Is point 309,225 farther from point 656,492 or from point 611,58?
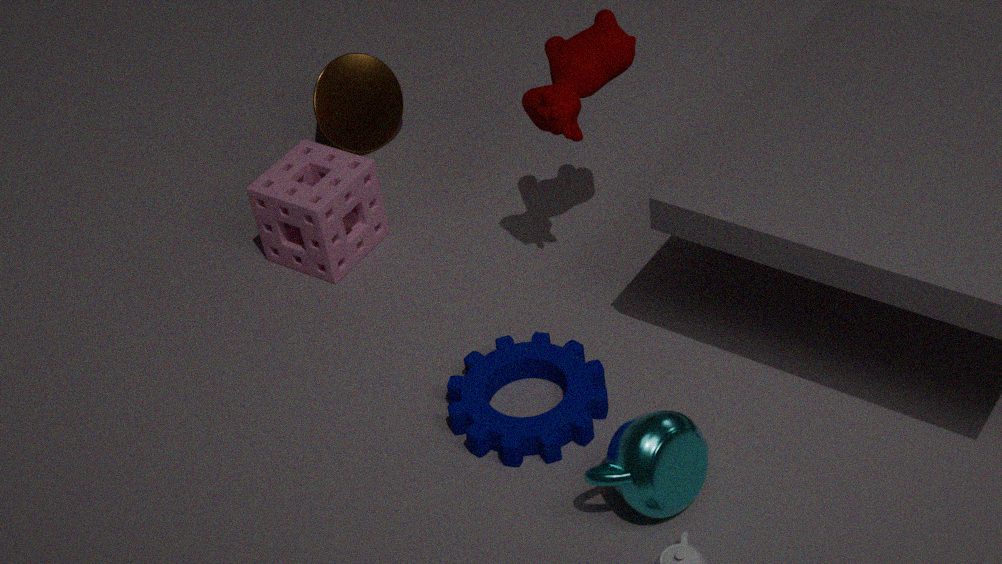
point 656,492
